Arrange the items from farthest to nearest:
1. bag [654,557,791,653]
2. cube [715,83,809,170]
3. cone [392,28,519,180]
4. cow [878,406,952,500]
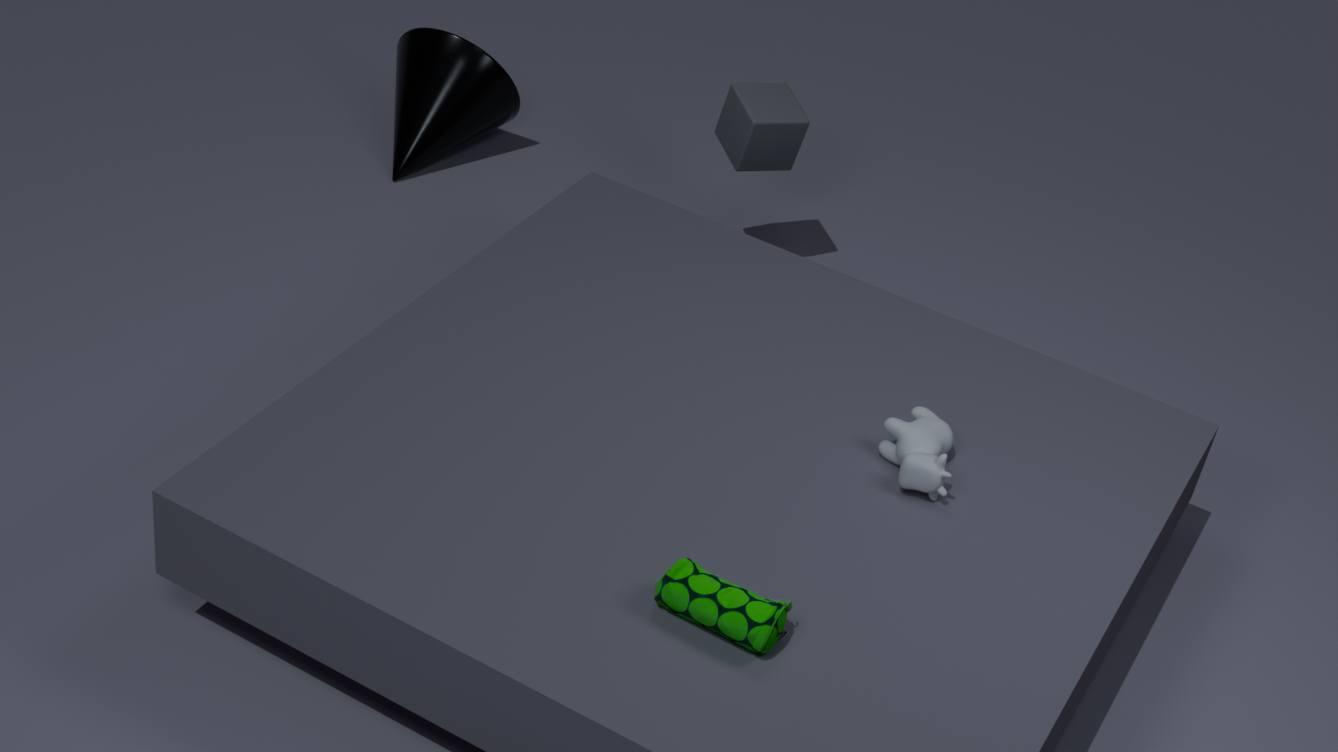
cone [392,28,519,180], cube [715,83,809,170], cow [878,406,952,500], bag [654,557,791,653]
